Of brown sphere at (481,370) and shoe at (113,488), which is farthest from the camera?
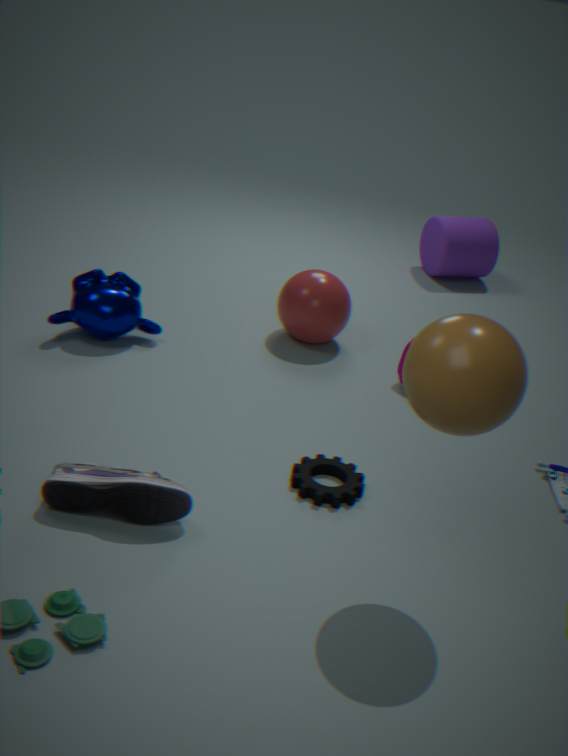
shoe at (113,488)
